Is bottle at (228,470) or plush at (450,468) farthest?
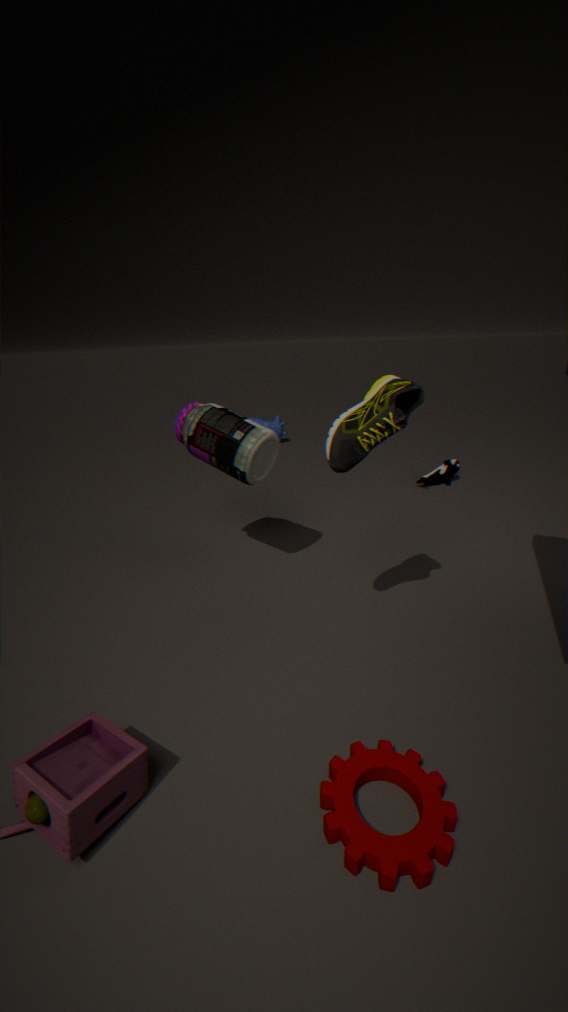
plush at (450,468)
